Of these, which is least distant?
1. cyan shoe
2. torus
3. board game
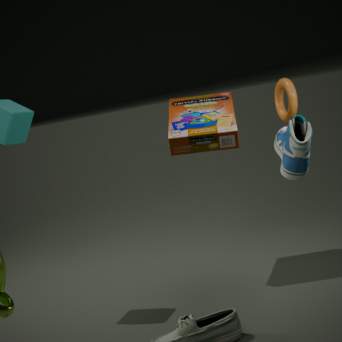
cyan shoe
